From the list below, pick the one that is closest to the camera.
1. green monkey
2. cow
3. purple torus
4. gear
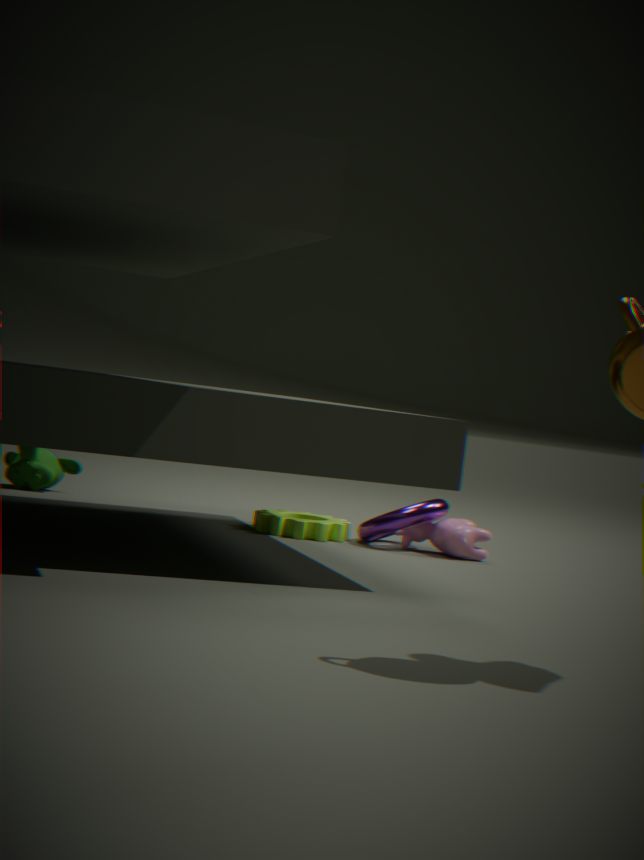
cow
